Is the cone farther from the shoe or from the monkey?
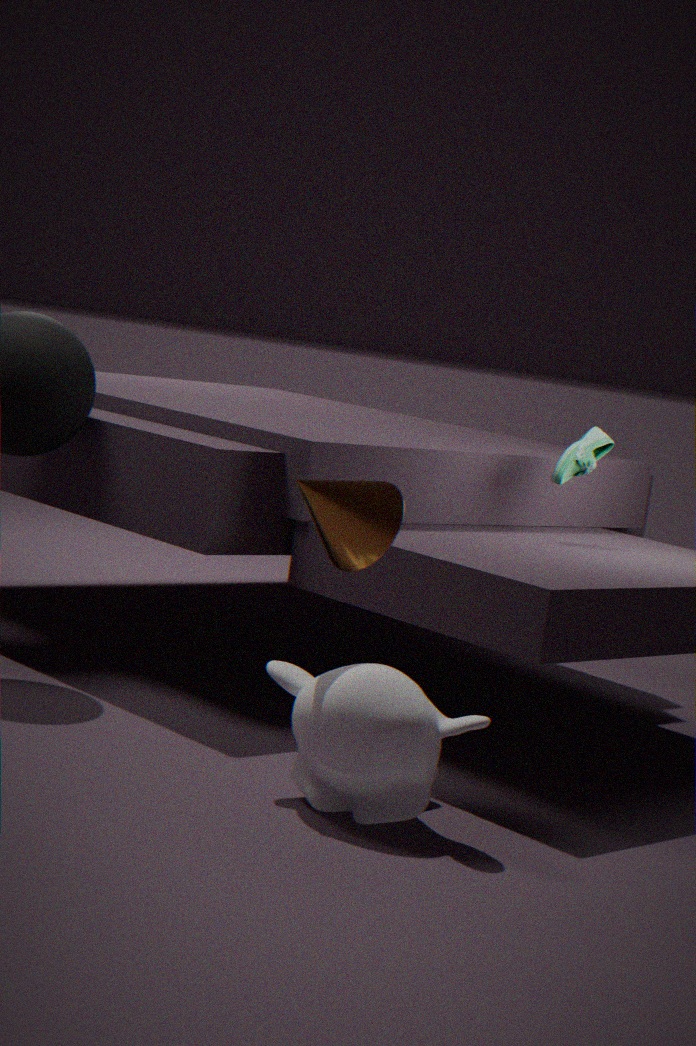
the shoe
